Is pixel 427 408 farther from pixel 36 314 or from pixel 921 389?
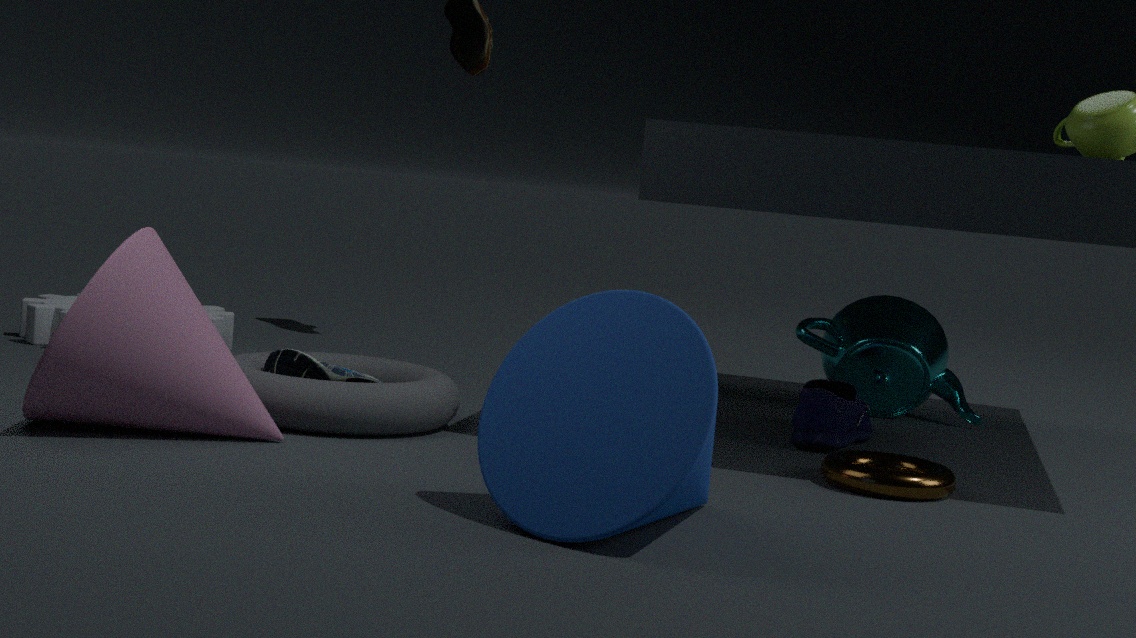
pixel 921 389
